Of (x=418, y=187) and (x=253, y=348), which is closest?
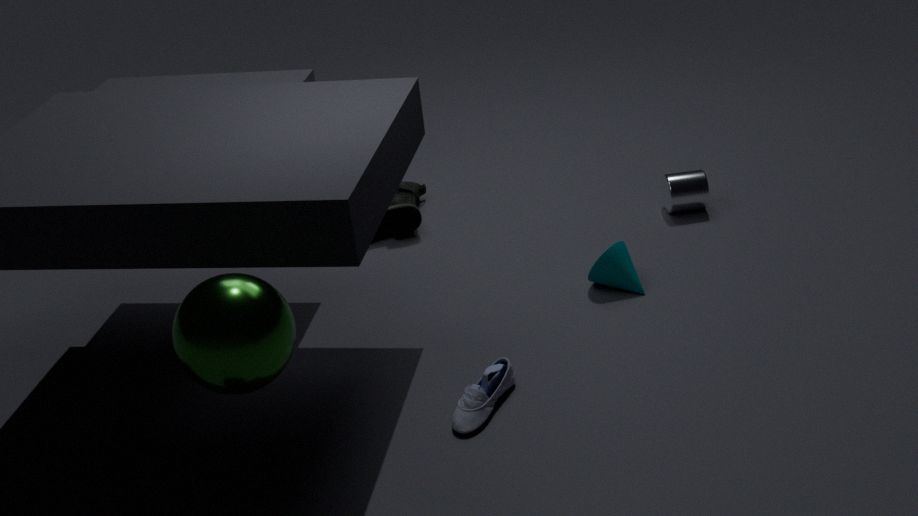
(x=253, y=348)
